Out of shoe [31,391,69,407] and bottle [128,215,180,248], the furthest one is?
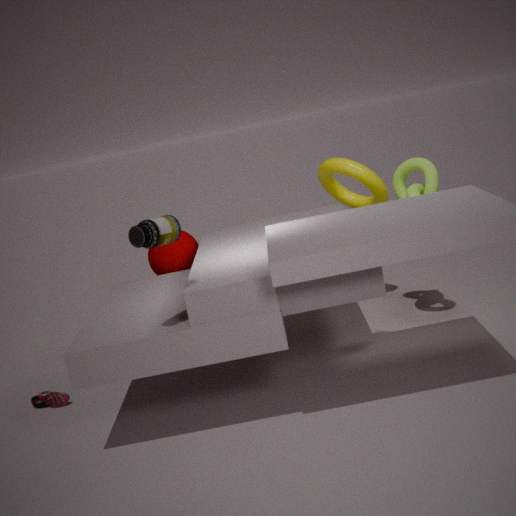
shoe [31,391,69,407]
